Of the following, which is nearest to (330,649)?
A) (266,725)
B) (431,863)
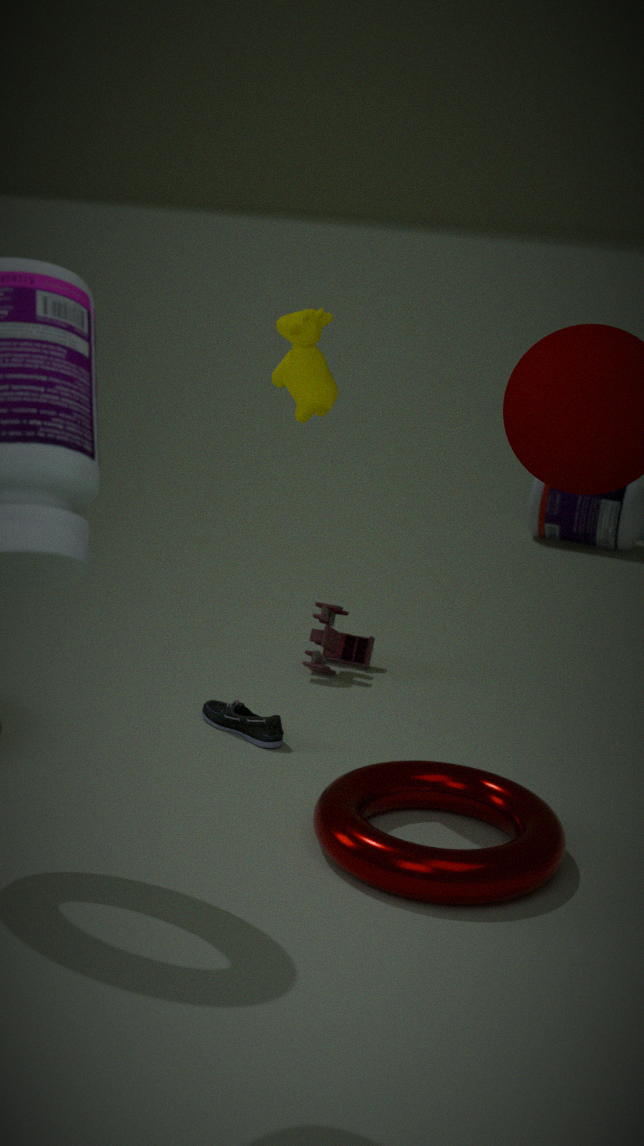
(266,725)
